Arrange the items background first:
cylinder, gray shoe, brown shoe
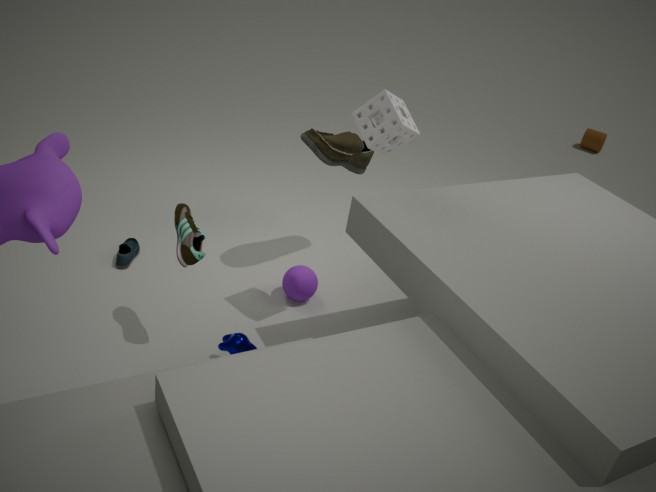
cylinder < brown shoe < gray shoe
